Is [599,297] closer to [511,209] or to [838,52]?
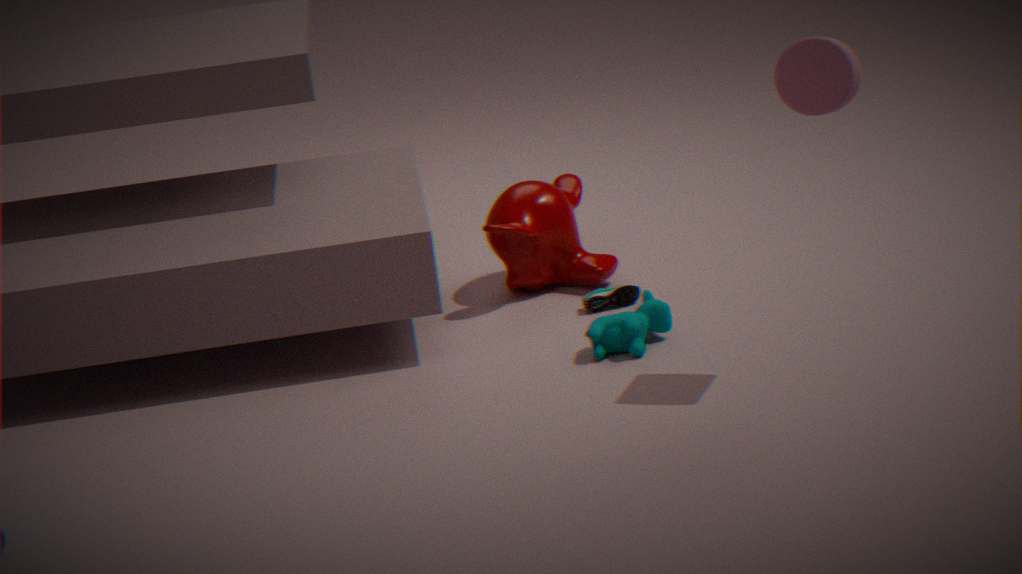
[511,209]
